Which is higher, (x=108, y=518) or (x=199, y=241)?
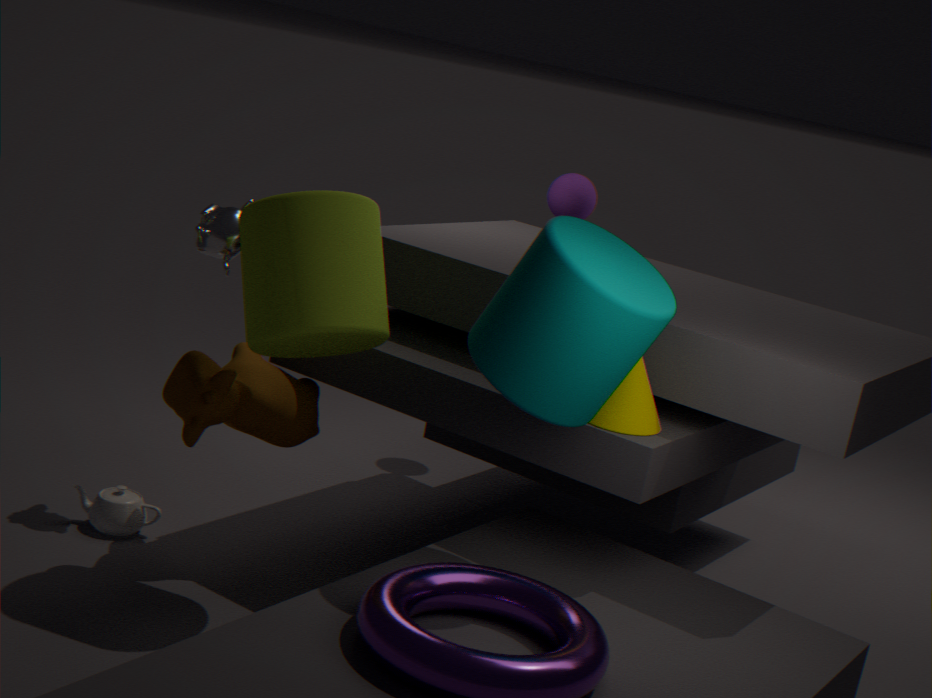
(x=199, y=241)
